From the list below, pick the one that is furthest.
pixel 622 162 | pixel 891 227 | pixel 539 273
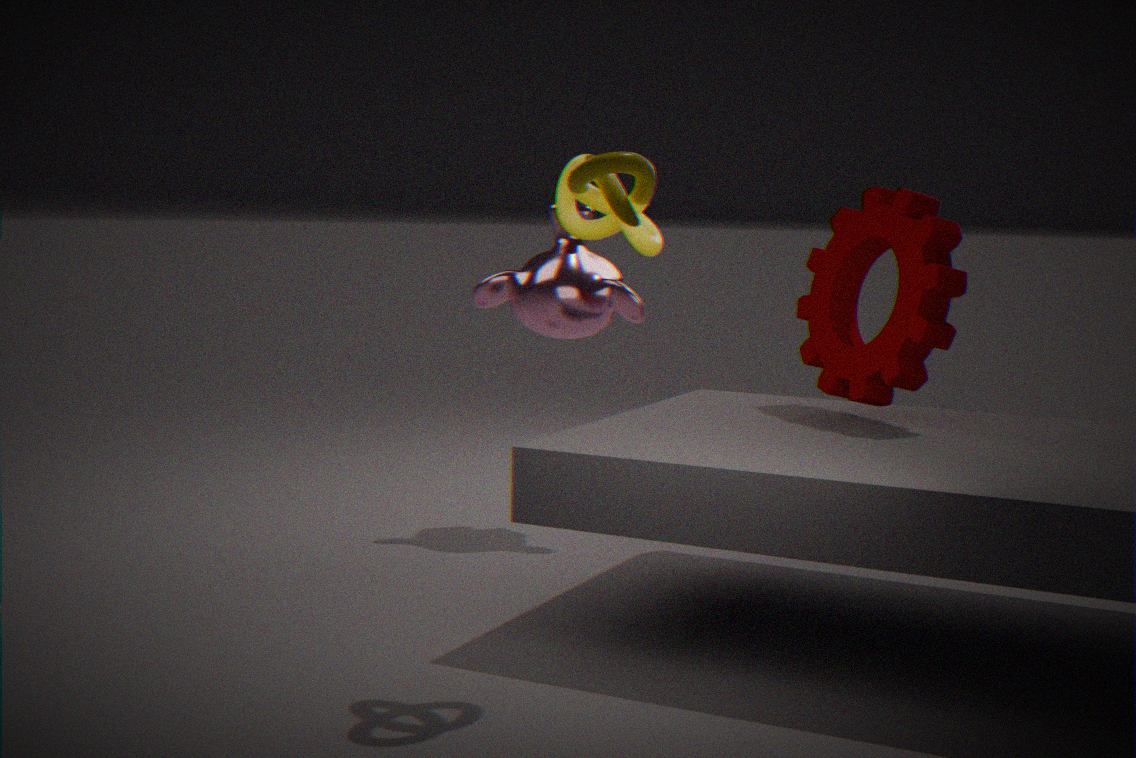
pixel 539 273
